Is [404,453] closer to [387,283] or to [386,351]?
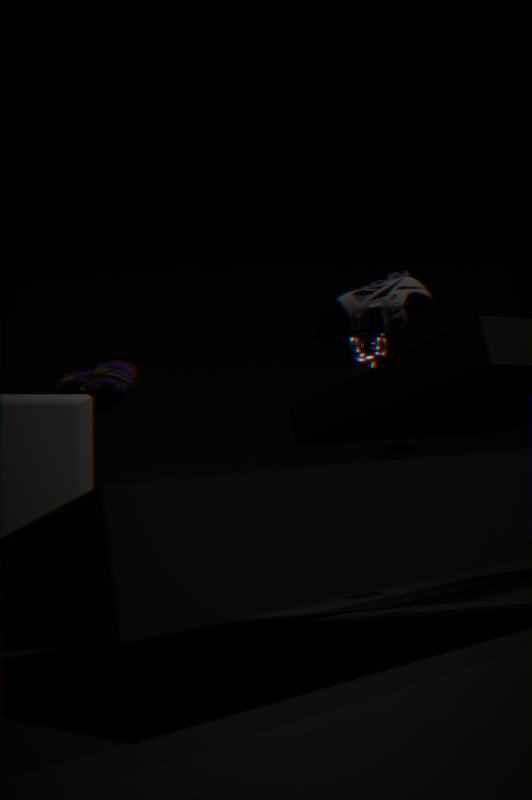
[386,351]
